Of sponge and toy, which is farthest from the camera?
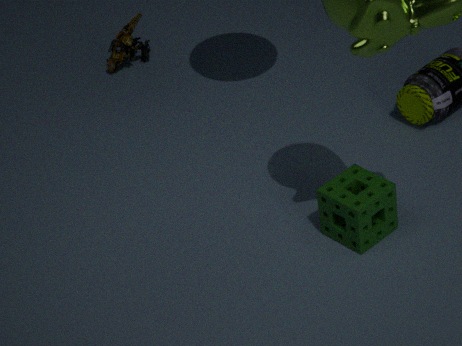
toy
